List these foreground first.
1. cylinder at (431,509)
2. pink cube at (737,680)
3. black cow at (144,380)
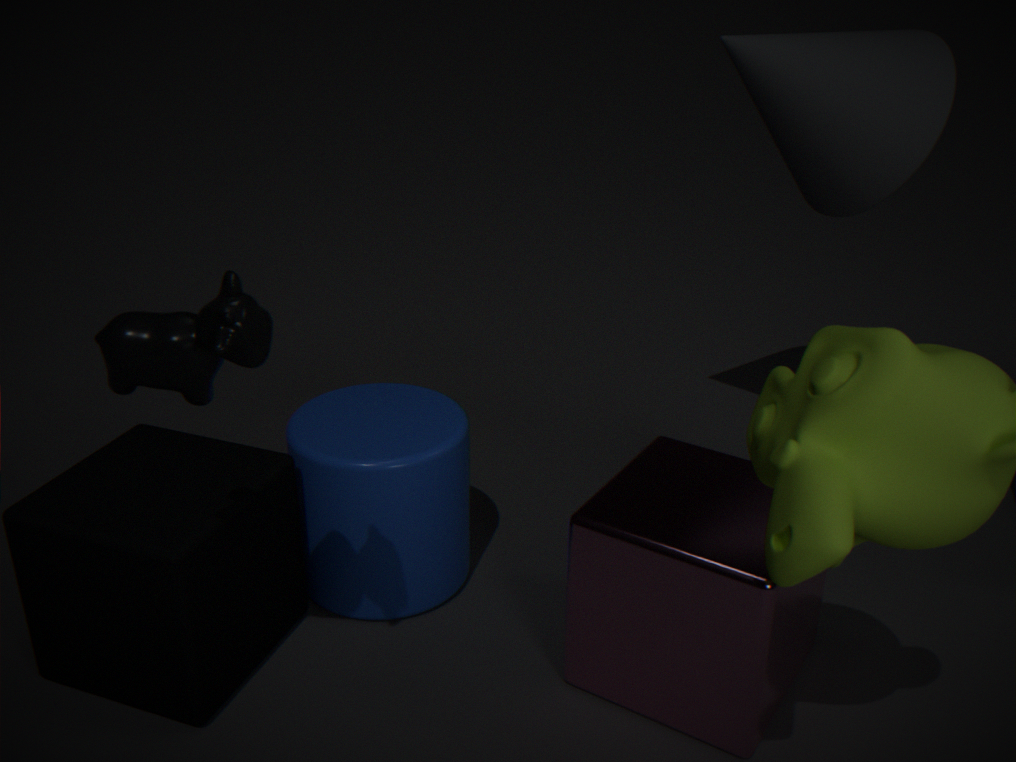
black cow at (144,380)
pink cube at (737,680)
cylinder at (431,509)
